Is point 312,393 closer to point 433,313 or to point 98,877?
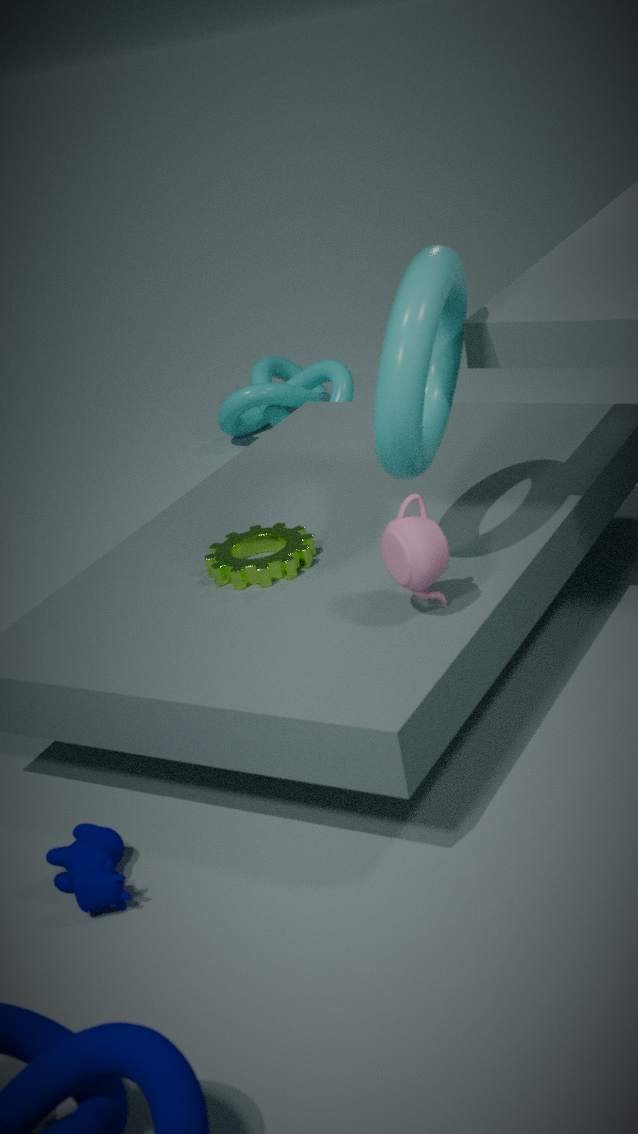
point 433,313
